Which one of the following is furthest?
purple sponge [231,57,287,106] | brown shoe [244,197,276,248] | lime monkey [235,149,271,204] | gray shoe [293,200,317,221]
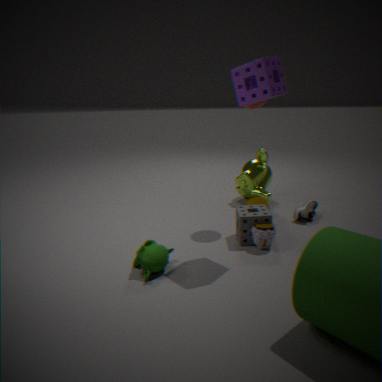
lime monkey [235,149,271,204]
